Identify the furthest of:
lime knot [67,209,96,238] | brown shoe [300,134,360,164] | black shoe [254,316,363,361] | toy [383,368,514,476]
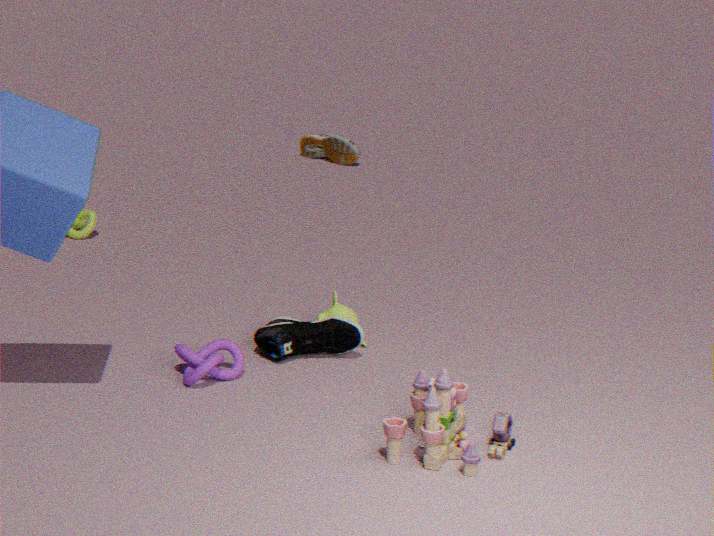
brown shoe [300,134,360,164]
